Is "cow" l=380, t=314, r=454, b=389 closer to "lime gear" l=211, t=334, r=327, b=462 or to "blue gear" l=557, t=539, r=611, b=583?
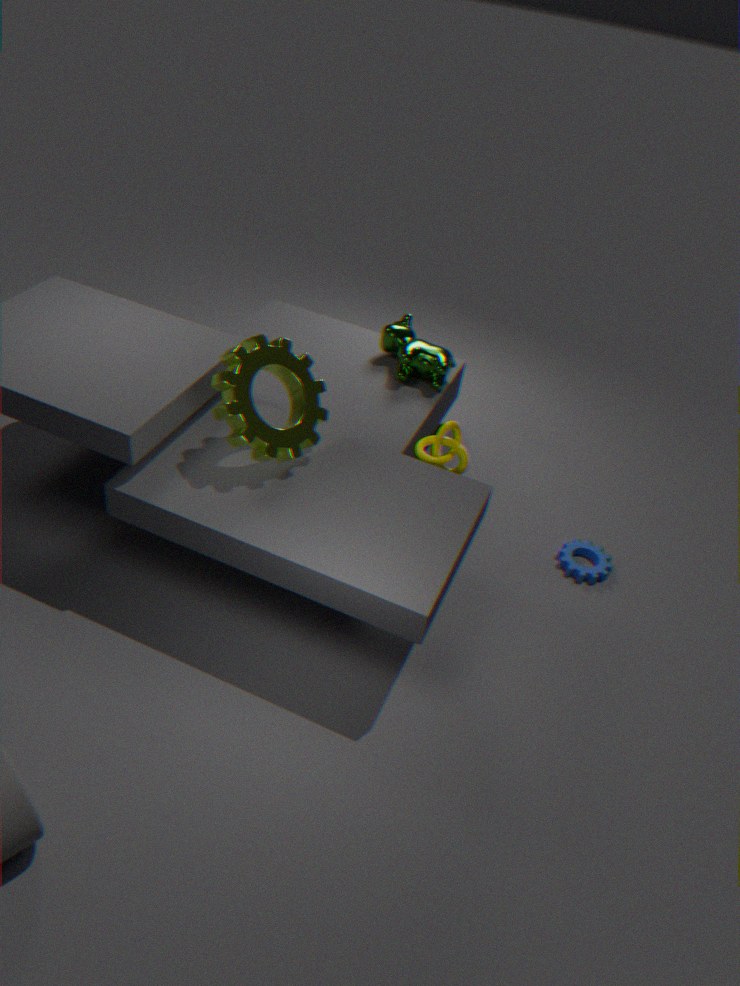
"lime gear" l=211, t=334, r=327, b=462
